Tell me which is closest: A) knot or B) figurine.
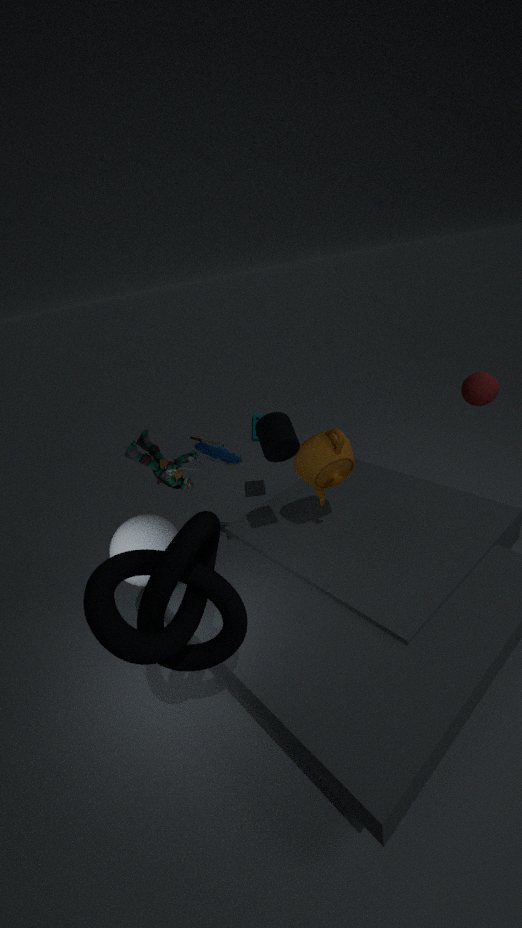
A. knot
